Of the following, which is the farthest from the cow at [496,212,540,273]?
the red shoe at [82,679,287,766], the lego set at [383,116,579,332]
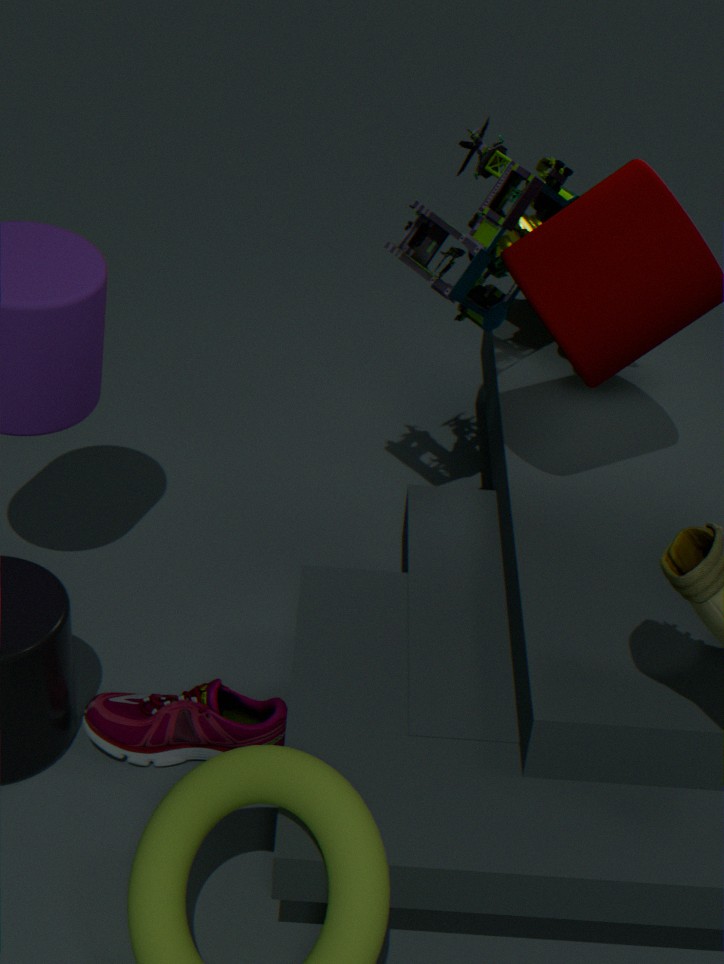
the red shoe at [82,679,287,766]
